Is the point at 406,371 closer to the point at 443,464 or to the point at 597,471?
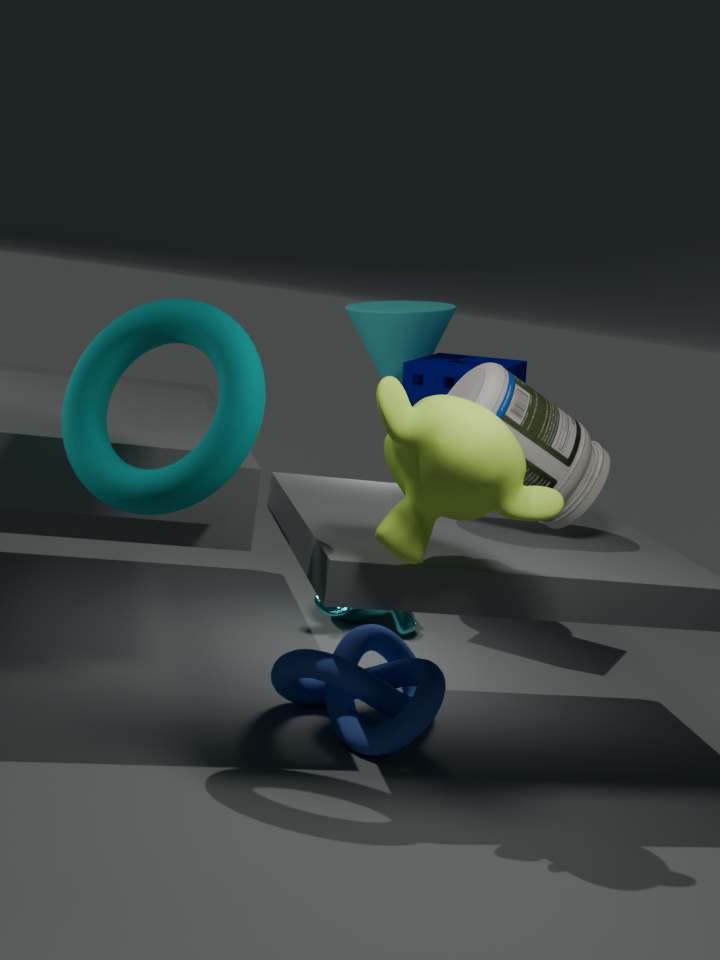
the point at 597,471
